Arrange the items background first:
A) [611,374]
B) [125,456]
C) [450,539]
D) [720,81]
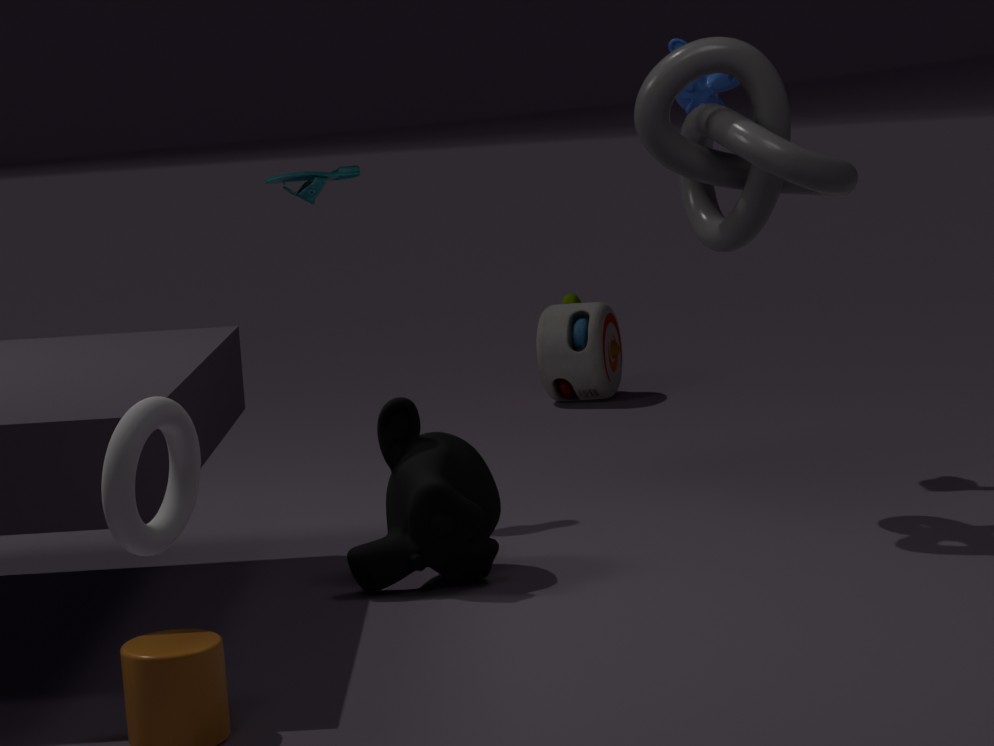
[611,374]
[720,81]
[450,539]
[125,456]
